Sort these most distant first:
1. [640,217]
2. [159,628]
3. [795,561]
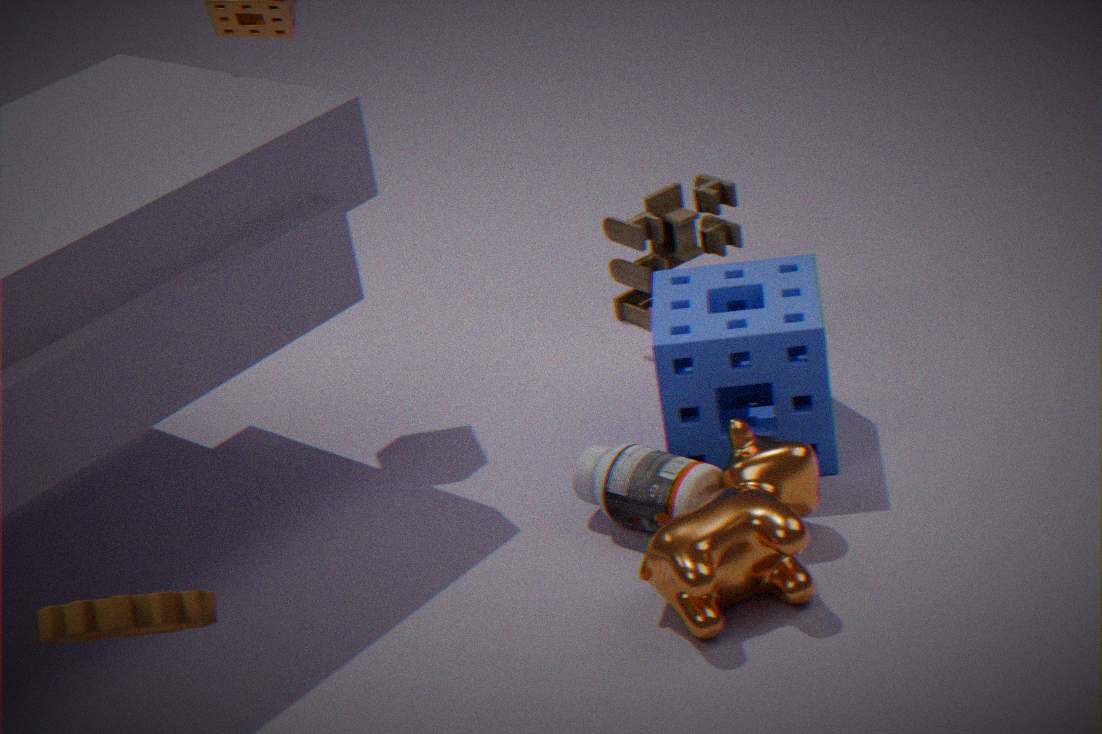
1. [640,217]
2. [795,561]
3. [159,628]
